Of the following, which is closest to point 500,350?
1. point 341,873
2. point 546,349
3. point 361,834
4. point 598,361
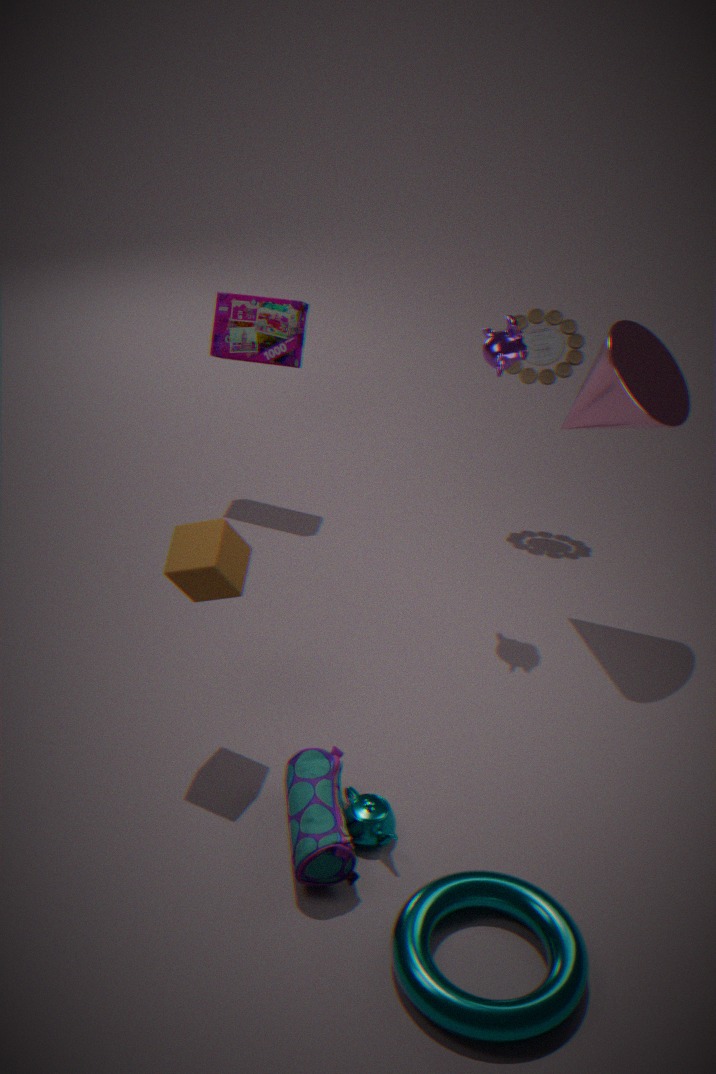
point 598,361
